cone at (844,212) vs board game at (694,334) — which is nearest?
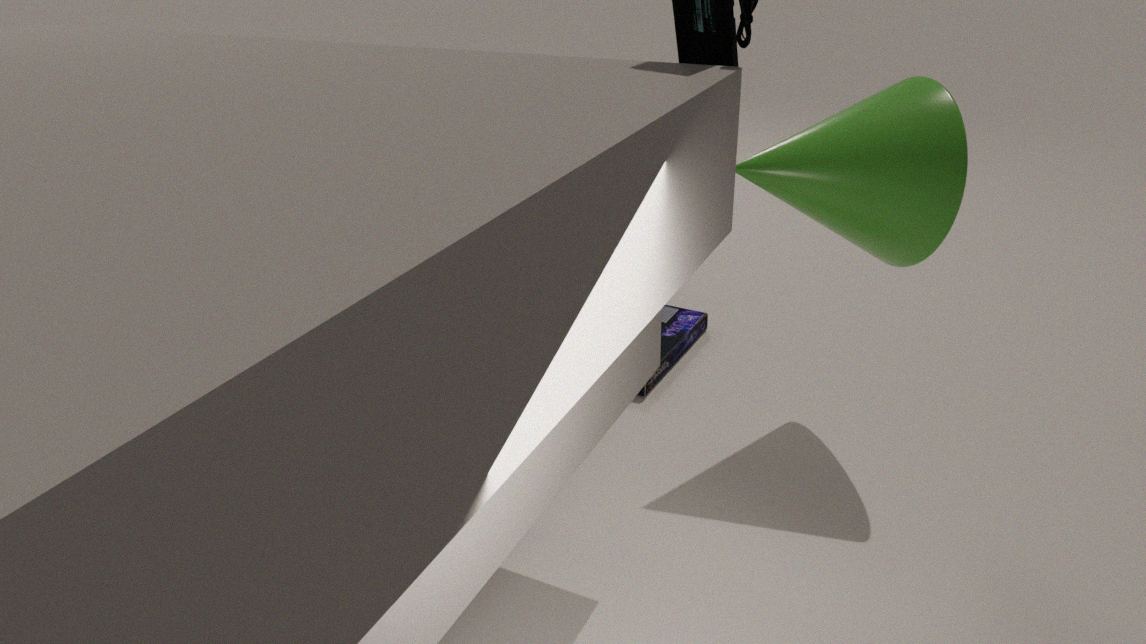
cone at (844,212)
